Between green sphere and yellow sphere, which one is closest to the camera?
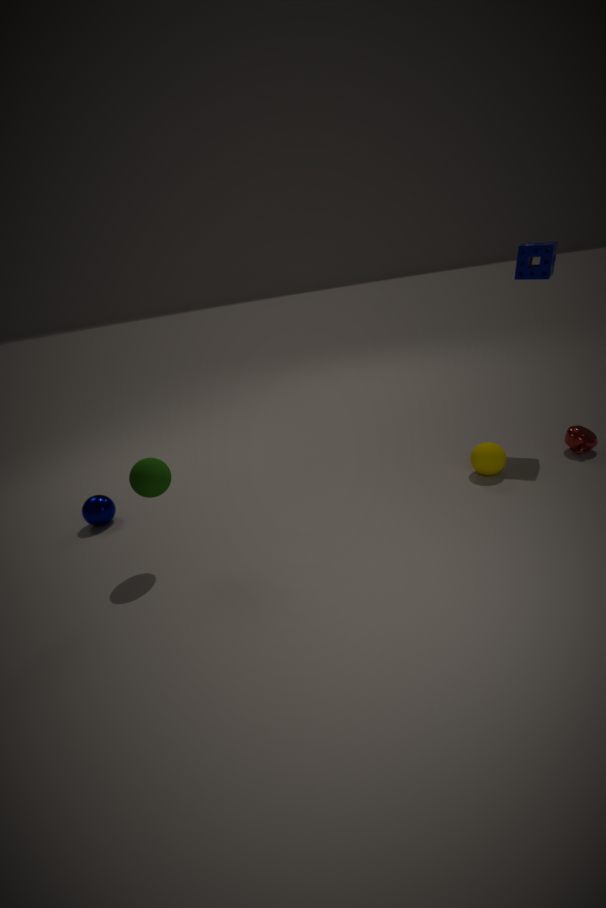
green sphere
